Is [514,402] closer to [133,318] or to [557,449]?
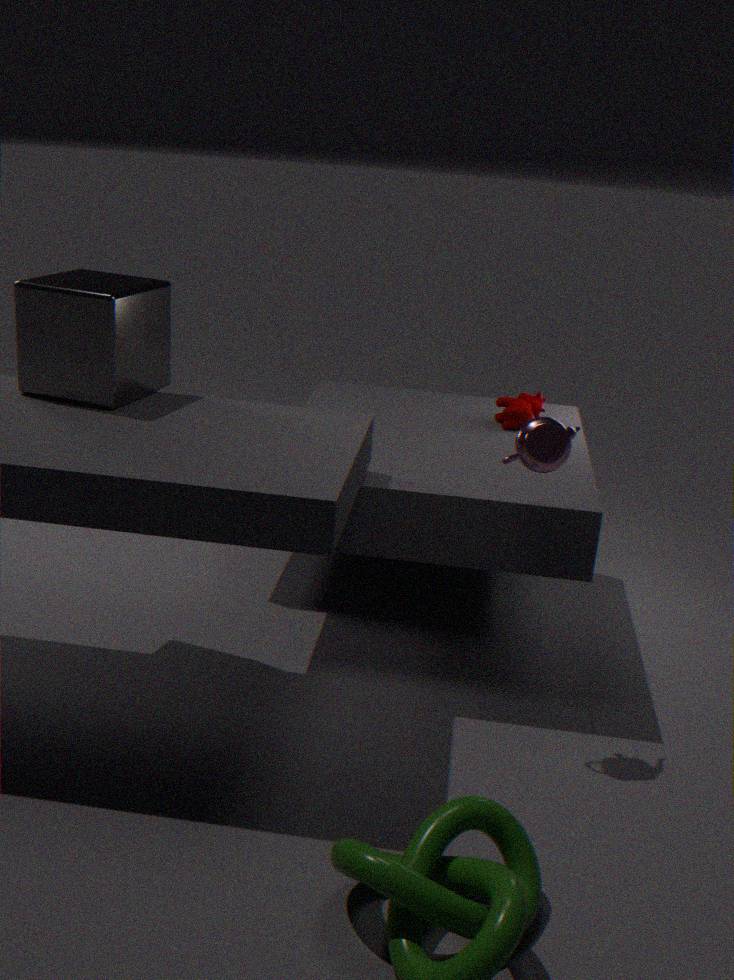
[557,449]
